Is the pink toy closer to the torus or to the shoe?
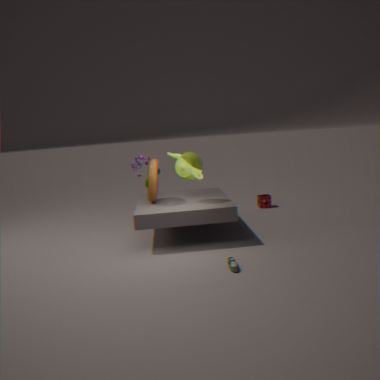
the torus
